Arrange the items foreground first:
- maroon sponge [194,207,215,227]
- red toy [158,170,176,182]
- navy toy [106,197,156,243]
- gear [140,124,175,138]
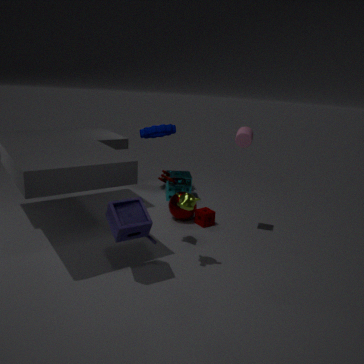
navy toy [106,197,156,243], red toy [158,170,176,182], maroon sponge [194,207,215,227], gear [140,124,175,138]
